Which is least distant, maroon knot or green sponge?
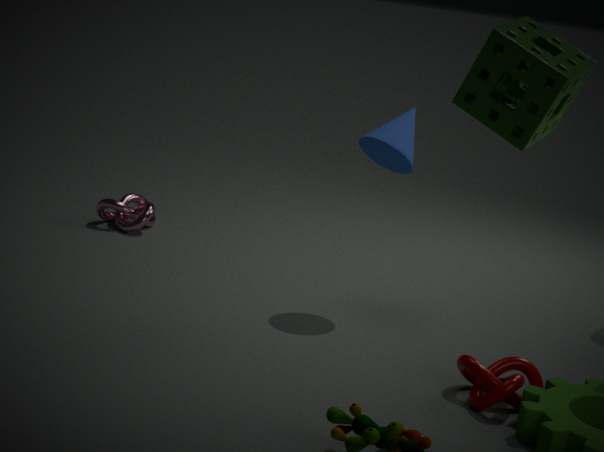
green sponge
